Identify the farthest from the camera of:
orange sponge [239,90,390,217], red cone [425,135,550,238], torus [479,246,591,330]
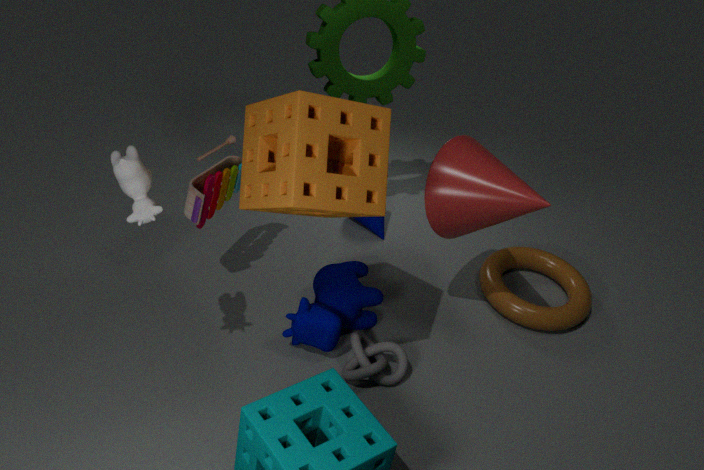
torus [479,246,591,330]
